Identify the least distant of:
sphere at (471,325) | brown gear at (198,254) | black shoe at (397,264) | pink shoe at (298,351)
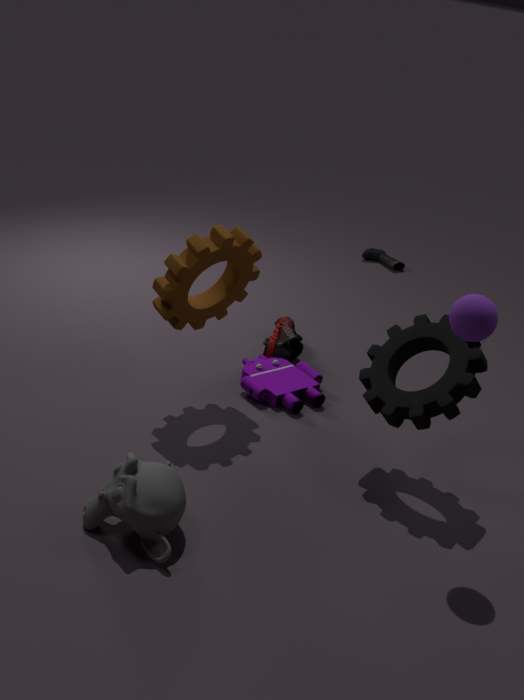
sphere at (471,325)
